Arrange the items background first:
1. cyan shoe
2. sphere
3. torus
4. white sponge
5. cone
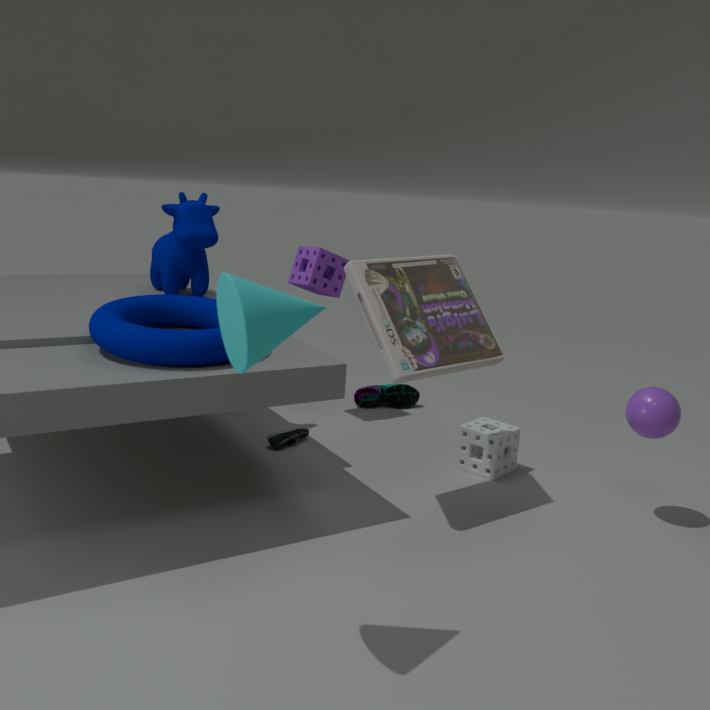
1. cyan shoe
2. white sponge
3. sphere
4. torus
5. cone
